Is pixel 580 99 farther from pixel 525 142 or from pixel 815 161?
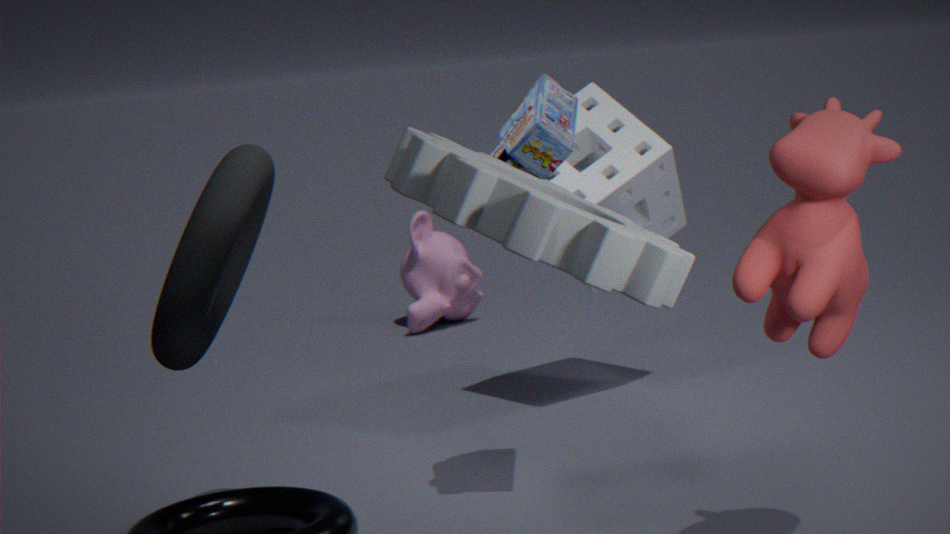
pixel 815 161
